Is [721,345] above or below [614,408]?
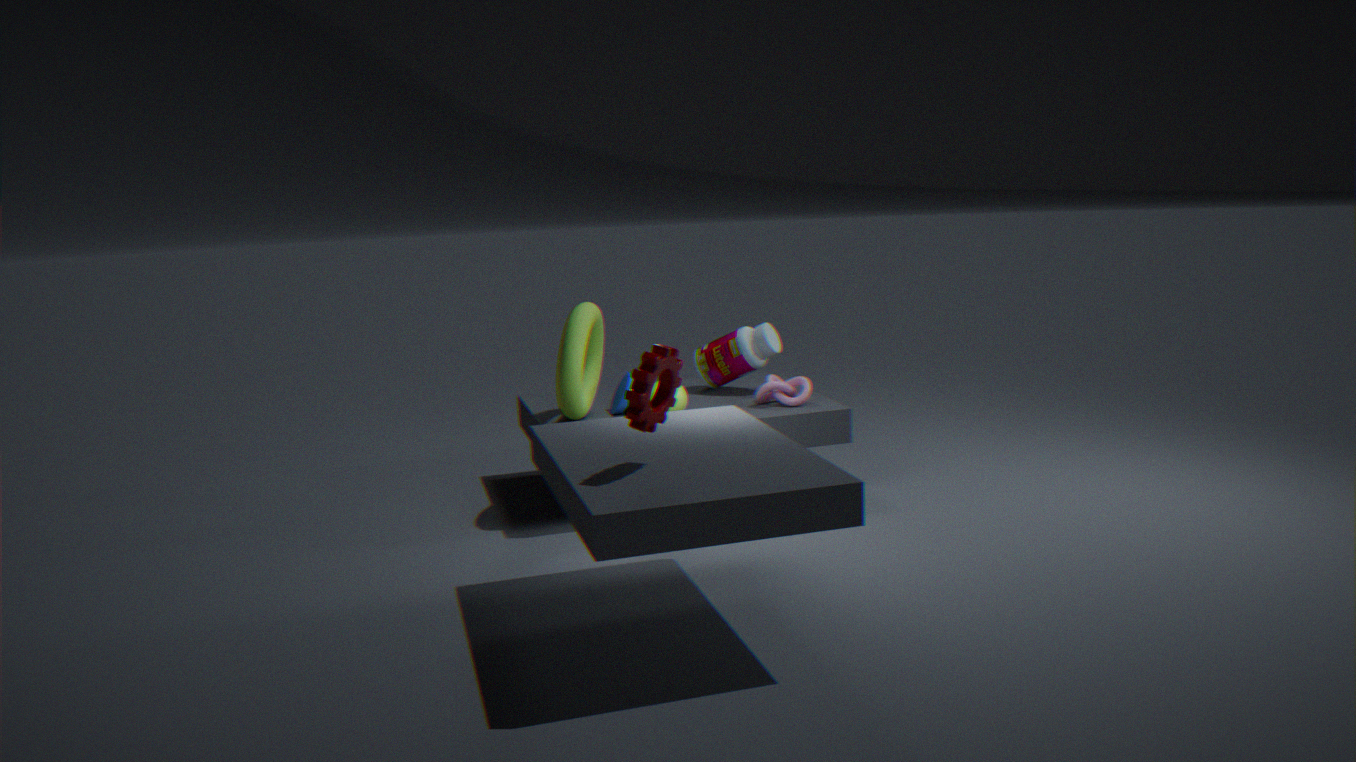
above
